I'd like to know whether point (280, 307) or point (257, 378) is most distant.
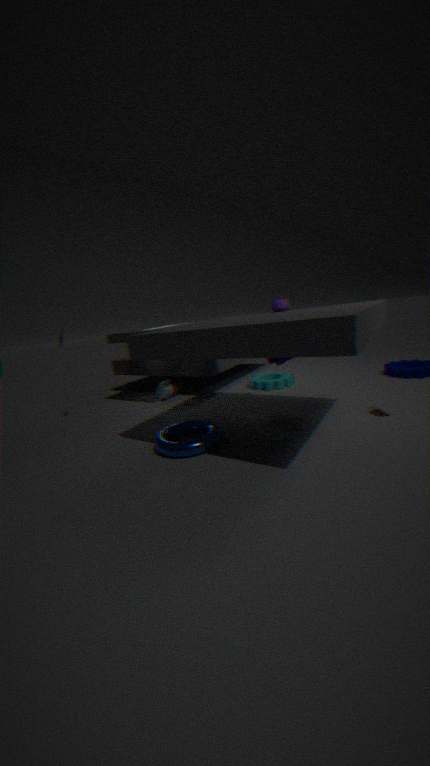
point (257, 378)
